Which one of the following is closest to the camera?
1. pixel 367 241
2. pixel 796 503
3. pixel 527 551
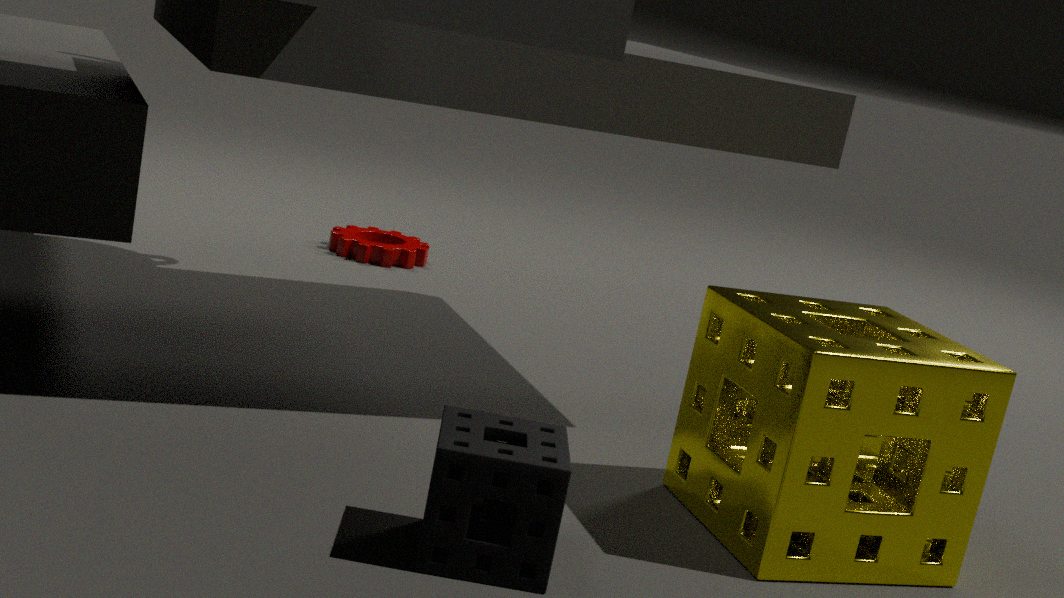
pixel 527 551
